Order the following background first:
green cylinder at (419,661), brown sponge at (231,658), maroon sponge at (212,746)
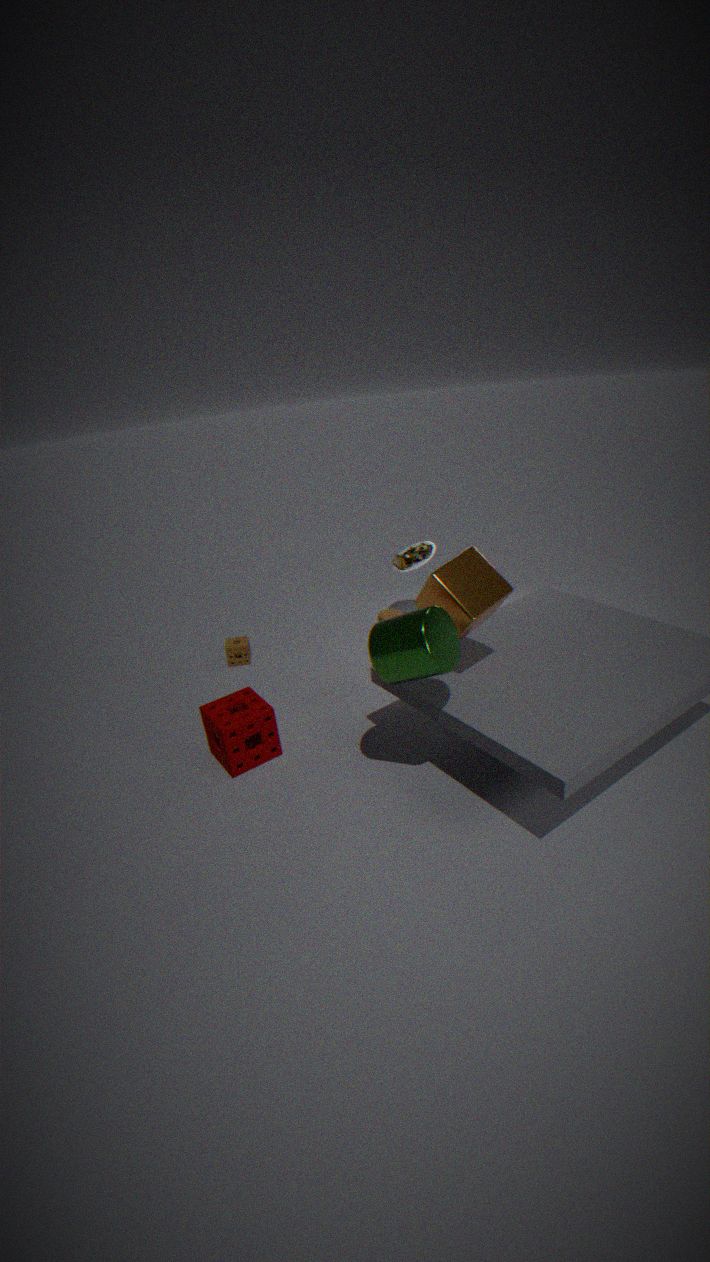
brown sponge at (231,658), maroon sponge at (212,746), green cylinder at (419,661)
